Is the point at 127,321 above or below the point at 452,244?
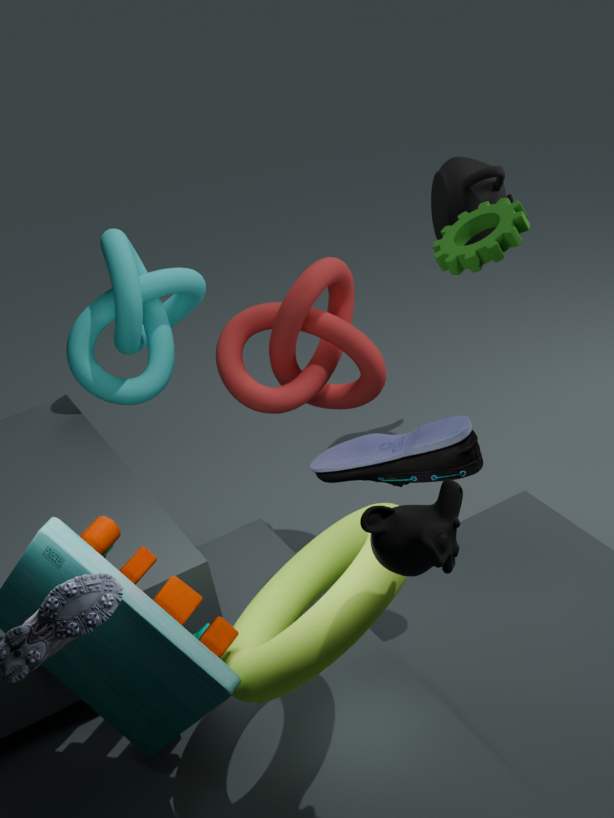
below
